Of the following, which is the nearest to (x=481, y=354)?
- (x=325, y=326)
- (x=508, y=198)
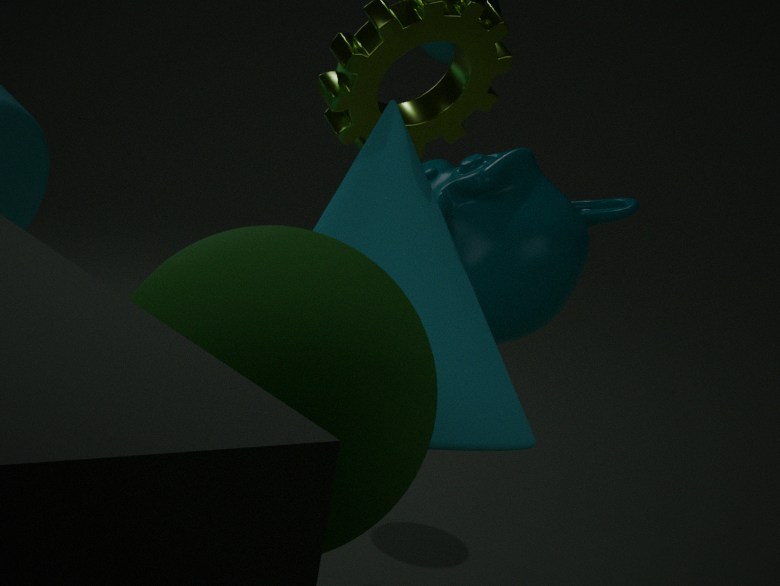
(x=325, y=326)
